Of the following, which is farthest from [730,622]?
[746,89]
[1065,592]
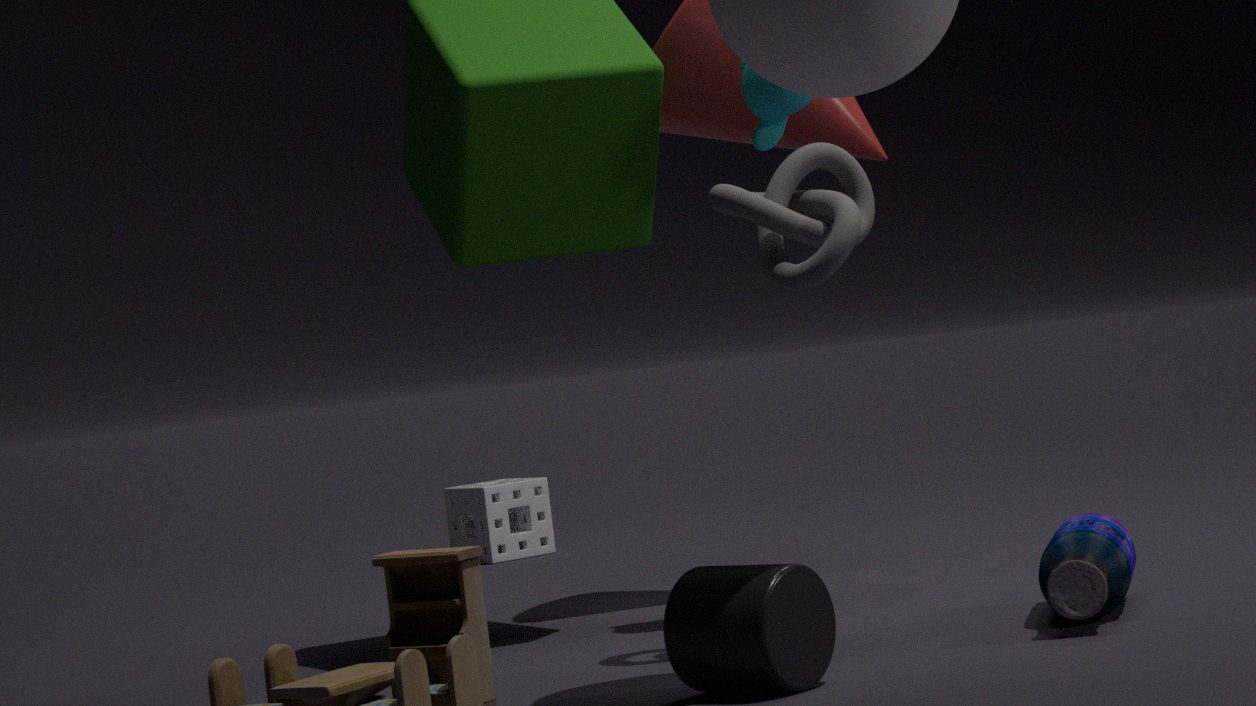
[746,89]
